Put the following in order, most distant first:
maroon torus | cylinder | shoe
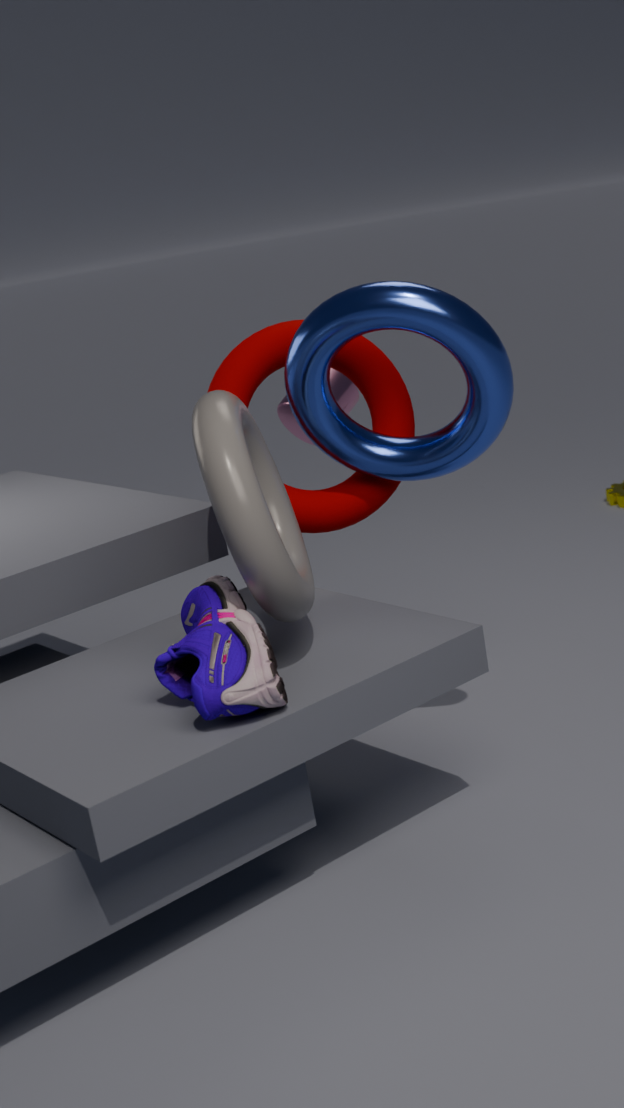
cylinder, maroon torus, shoe
